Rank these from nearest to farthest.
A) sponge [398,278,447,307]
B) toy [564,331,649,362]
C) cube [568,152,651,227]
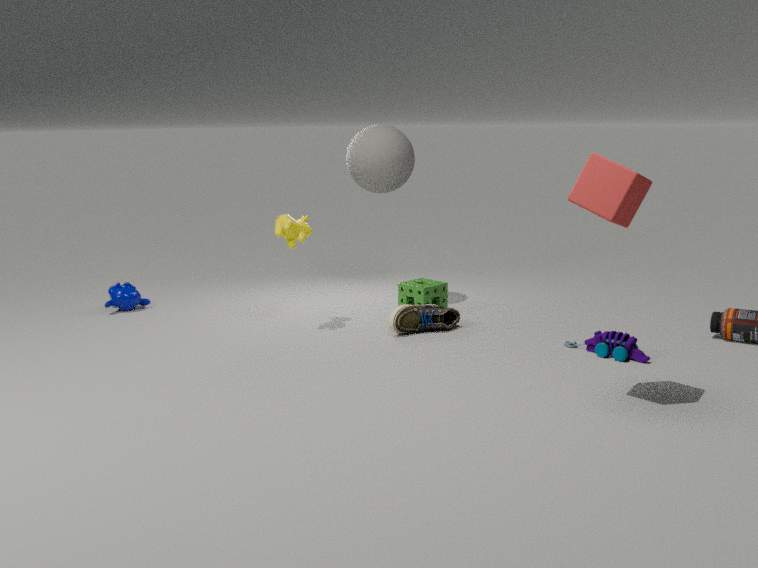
A: cube [568,152,651,227], toy [564,331,649,362], sponge [398,278,447,307]
